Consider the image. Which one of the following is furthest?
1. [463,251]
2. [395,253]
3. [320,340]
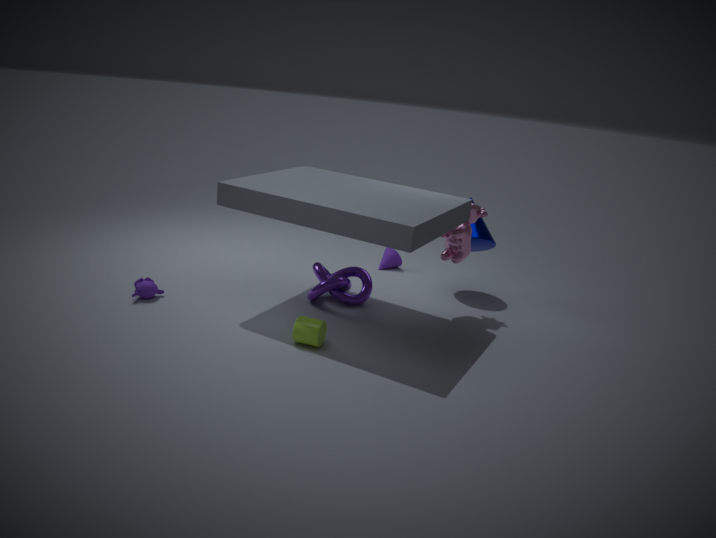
[395,253]
